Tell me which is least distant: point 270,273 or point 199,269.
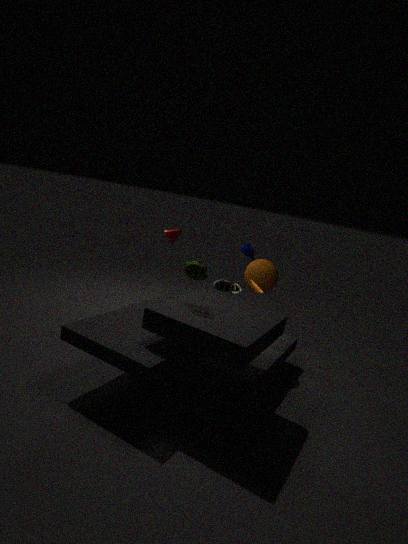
point 199,269
